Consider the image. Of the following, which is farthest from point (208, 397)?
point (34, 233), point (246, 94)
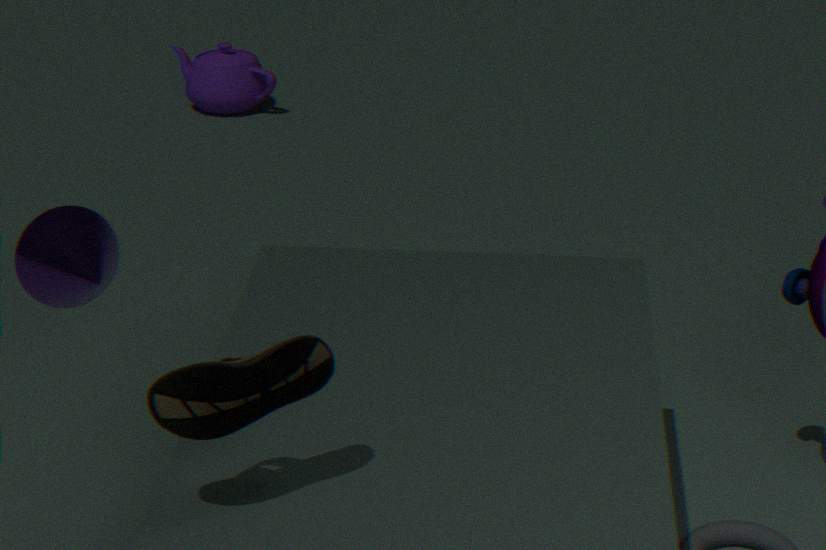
point (246, 94)
